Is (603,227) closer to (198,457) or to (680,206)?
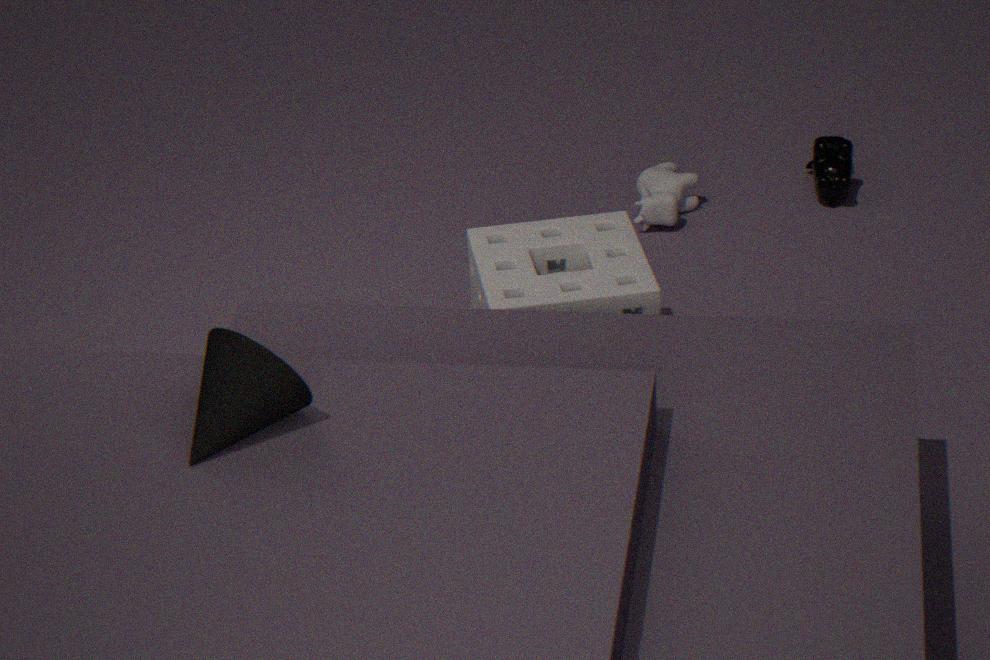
(680,206)
